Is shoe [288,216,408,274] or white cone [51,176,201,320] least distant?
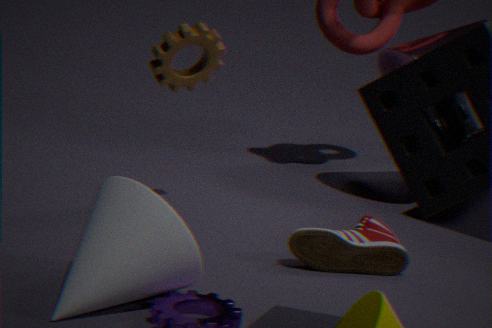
white cone [51,176,201,320]
